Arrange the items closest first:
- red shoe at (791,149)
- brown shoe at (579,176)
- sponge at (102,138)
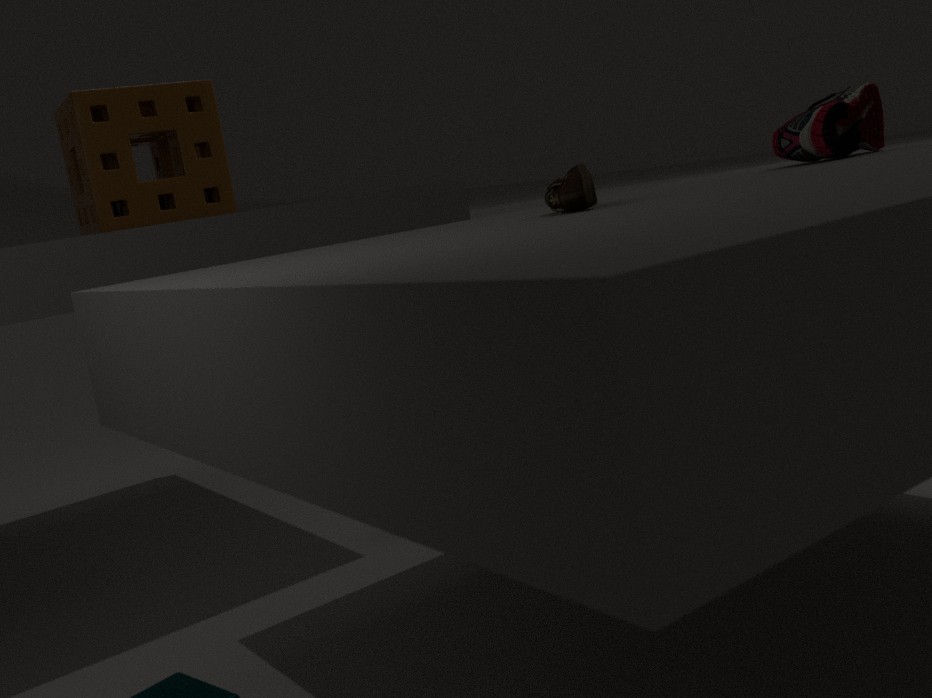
brown shoe at (579,176) < red shoe at (791,149) < sponge at (102,138)
